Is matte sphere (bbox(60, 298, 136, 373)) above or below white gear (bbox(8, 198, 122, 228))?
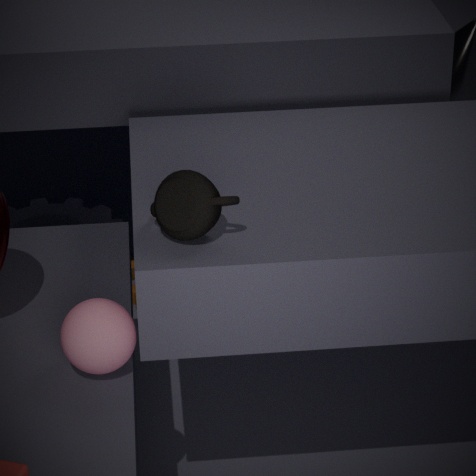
above
